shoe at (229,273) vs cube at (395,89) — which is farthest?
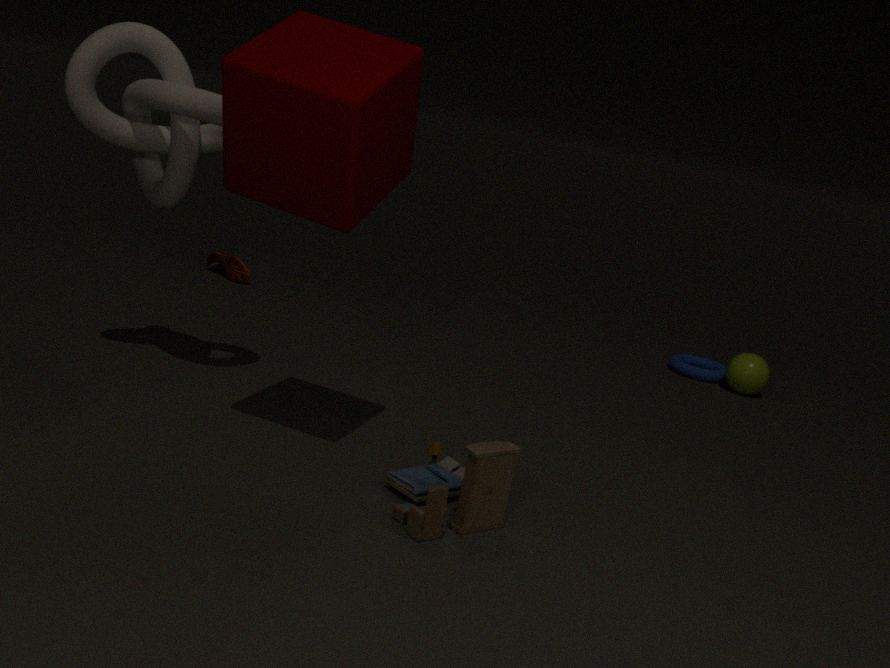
shoe at (229,273)
